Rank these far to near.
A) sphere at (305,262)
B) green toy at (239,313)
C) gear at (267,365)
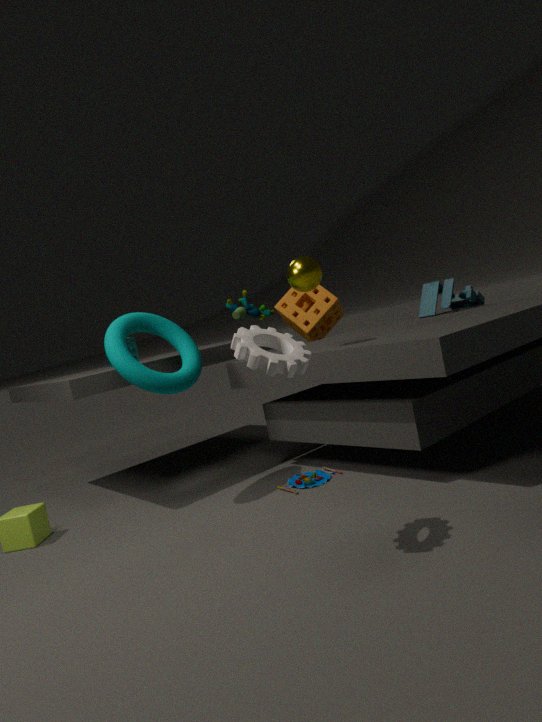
green toy at (239,313), sphere at (305,262), gear at (267,365)
